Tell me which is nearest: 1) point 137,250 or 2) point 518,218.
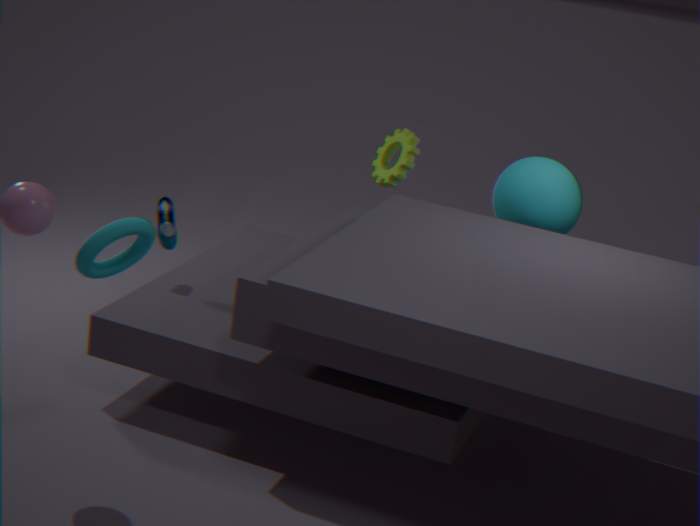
1. point 137,250
